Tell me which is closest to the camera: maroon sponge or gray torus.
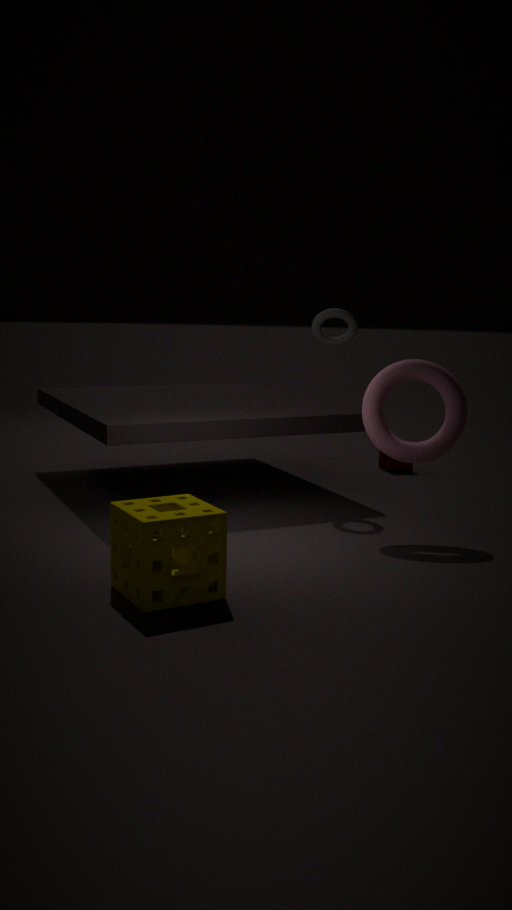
gray torus
